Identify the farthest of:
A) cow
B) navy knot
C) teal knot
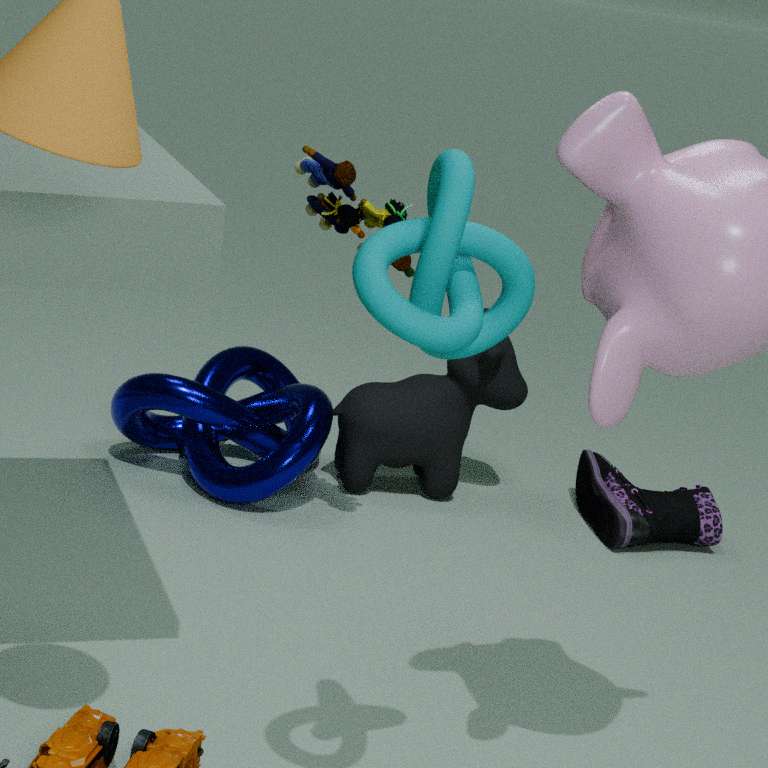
cow
